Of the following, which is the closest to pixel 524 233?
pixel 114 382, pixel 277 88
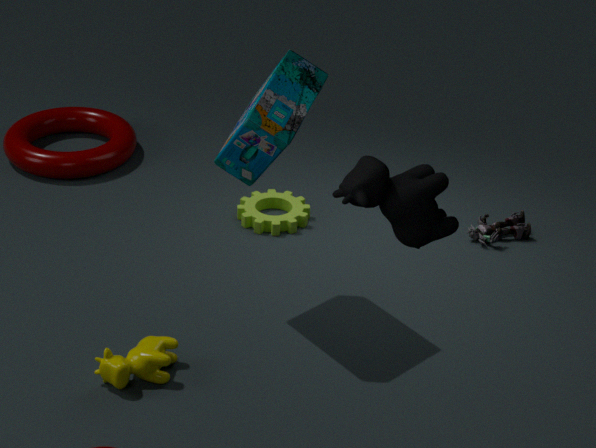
pixel 277 88
